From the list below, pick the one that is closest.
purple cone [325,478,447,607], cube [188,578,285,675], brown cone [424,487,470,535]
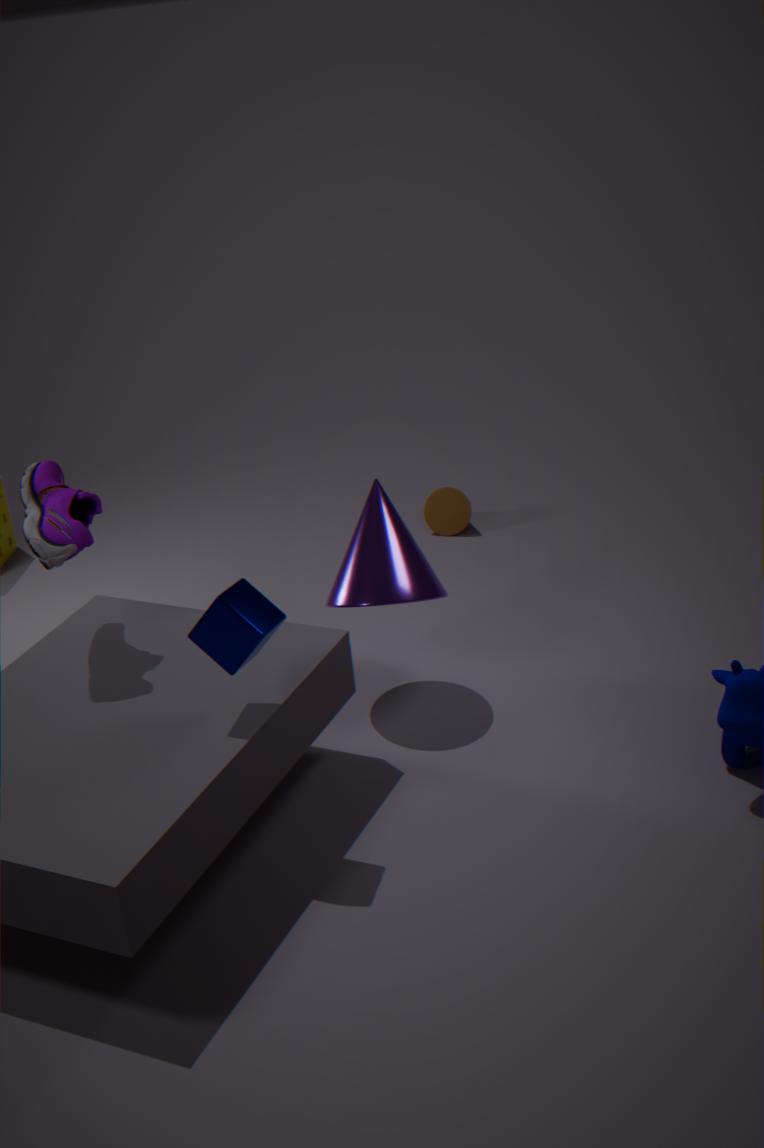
cube [188,578,285,675]
